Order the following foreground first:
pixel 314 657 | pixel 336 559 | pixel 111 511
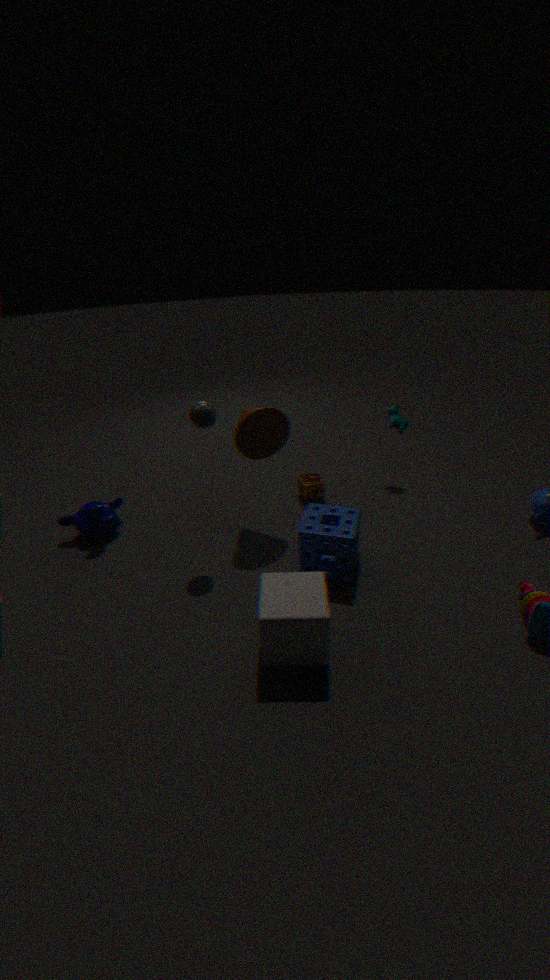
pixel 314 657 → pixel 336 559 → pixel 111 511
